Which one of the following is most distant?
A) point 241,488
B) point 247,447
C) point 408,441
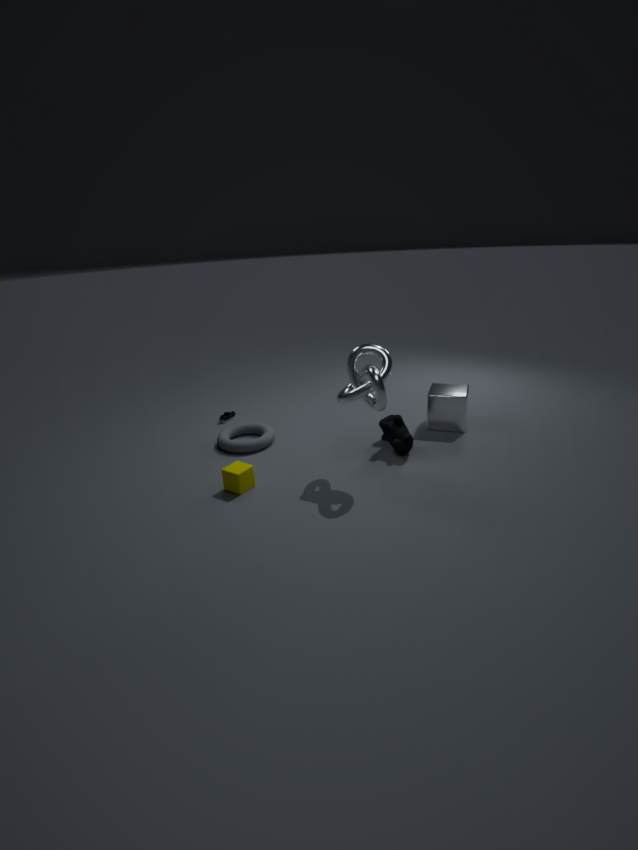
point 247,447
